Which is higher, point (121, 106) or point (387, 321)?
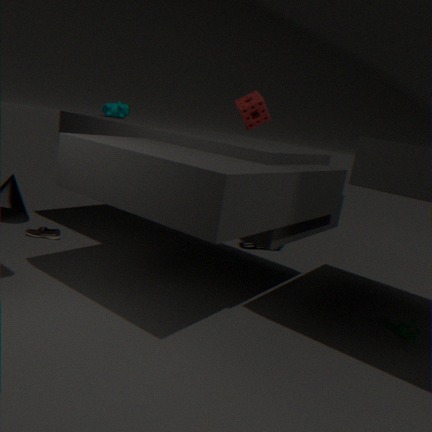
point (121, 106)
